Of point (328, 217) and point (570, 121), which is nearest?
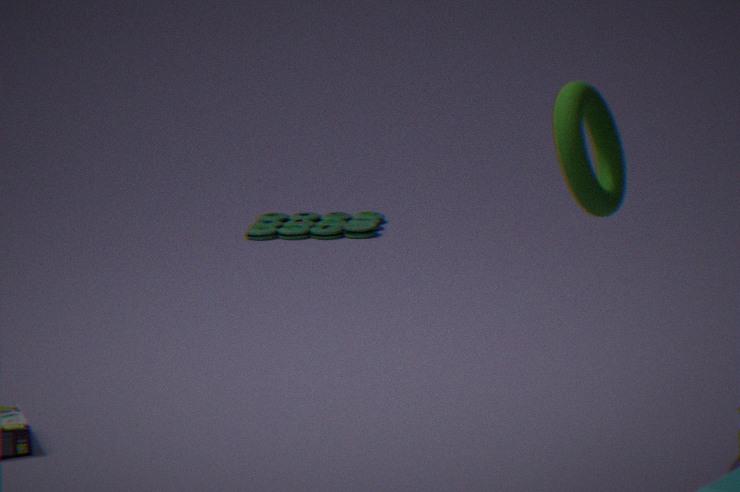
point (570, 121)
